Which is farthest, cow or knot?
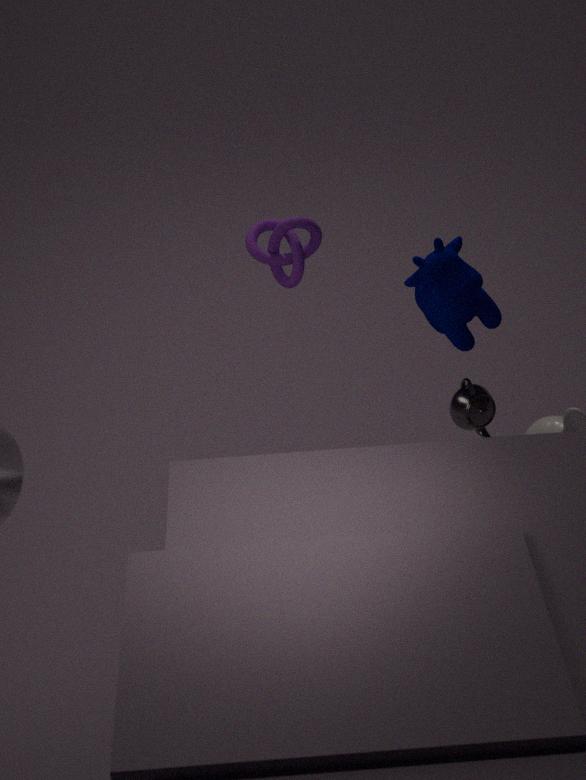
knot
